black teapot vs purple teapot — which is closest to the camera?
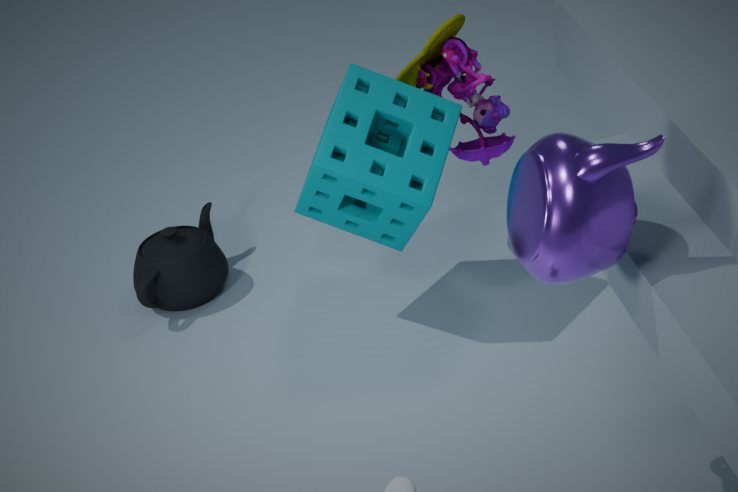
purple teapot
